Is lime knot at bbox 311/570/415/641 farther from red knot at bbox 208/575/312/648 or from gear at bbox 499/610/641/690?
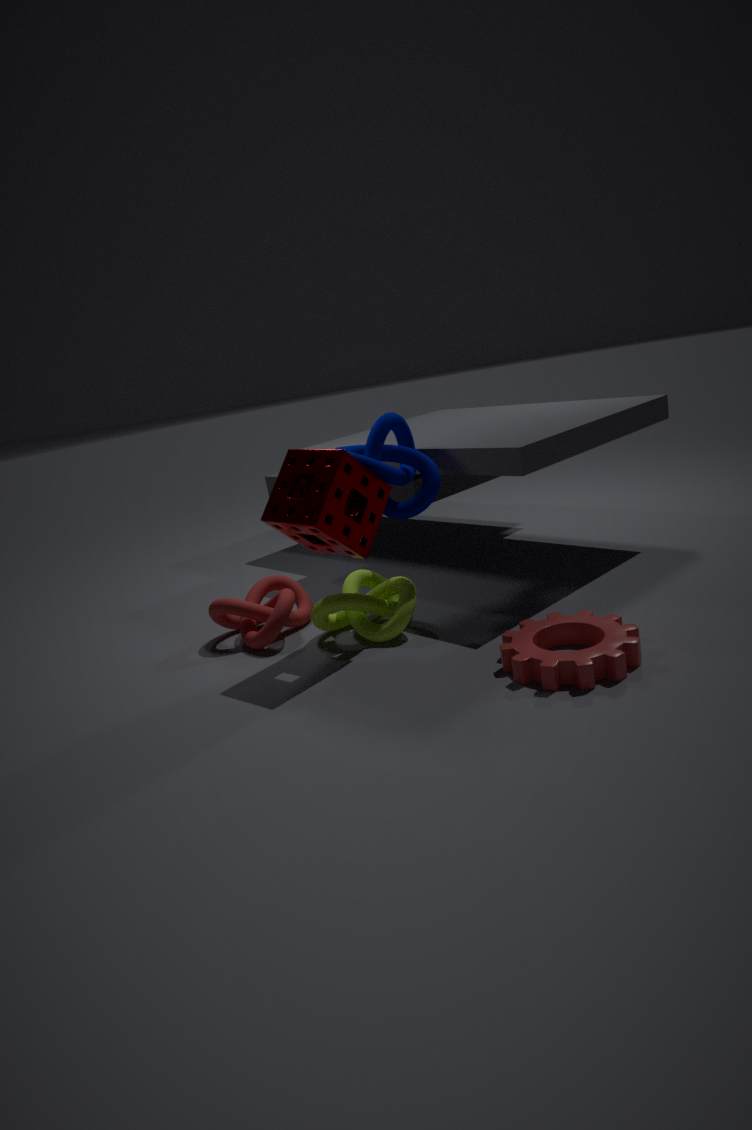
gear at bbox 499/610/641/690
